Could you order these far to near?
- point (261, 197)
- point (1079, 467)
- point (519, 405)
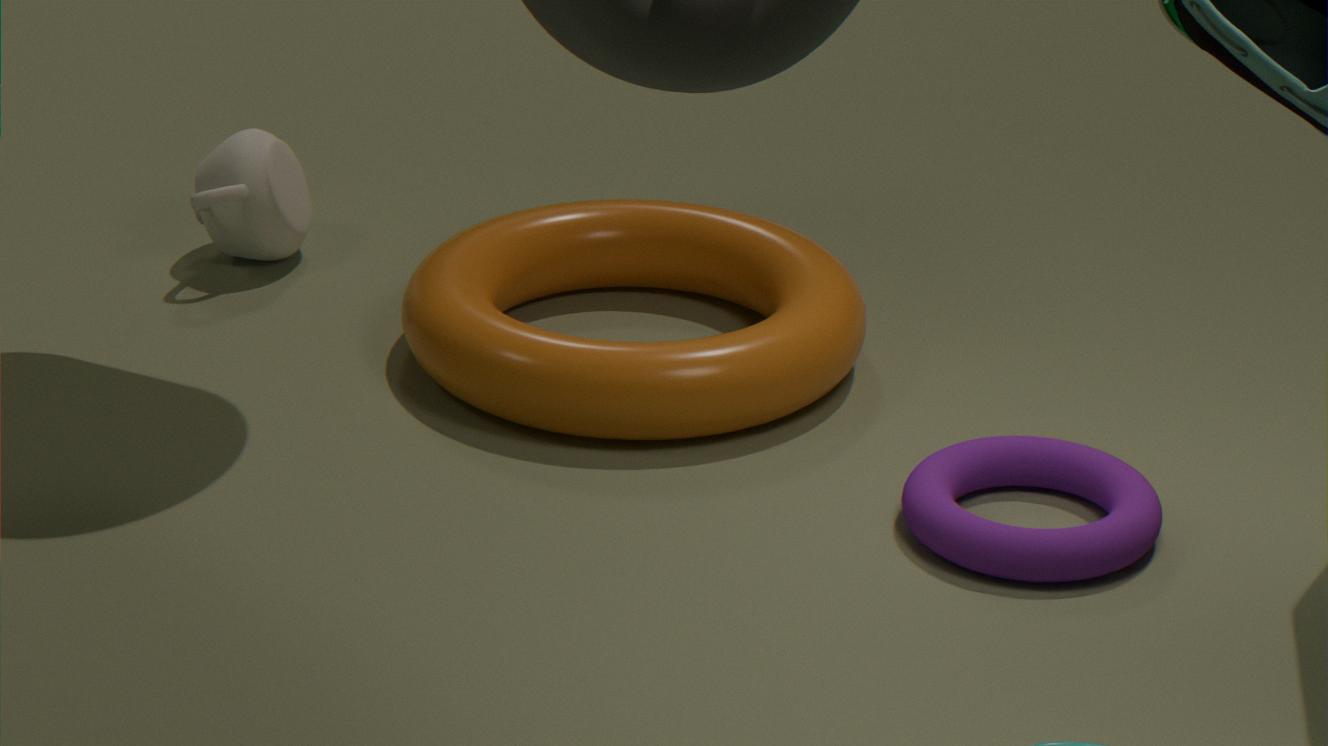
point (261, 197), point (519, 405), point (1079, 467)
